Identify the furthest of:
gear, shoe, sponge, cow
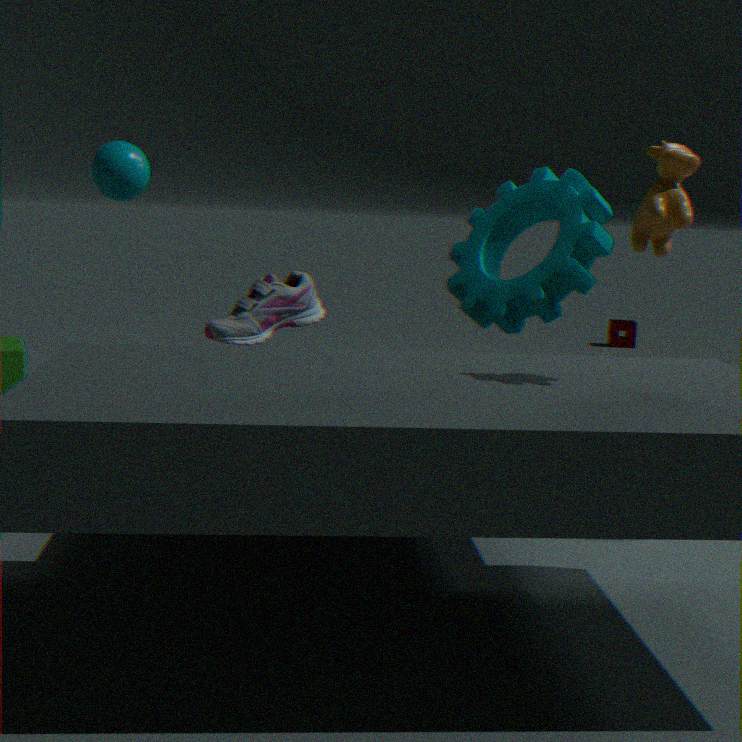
sponge
